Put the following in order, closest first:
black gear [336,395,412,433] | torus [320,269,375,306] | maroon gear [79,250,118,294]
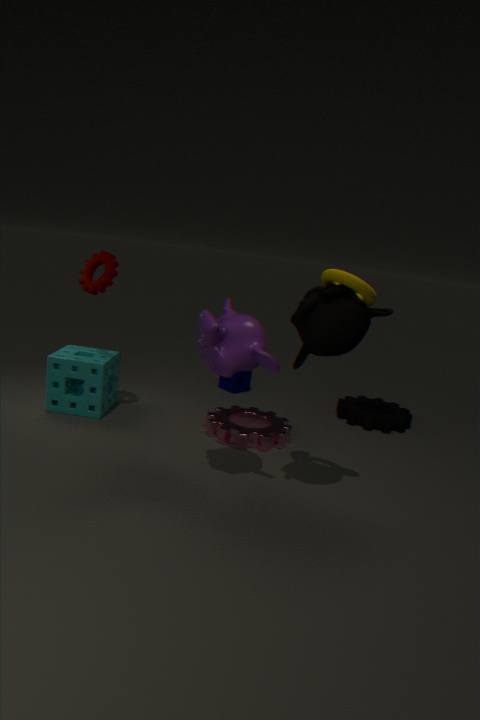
torus [320,269,375,306], maroon gear [79,250,118,294], black gear [336,395,412,433]
